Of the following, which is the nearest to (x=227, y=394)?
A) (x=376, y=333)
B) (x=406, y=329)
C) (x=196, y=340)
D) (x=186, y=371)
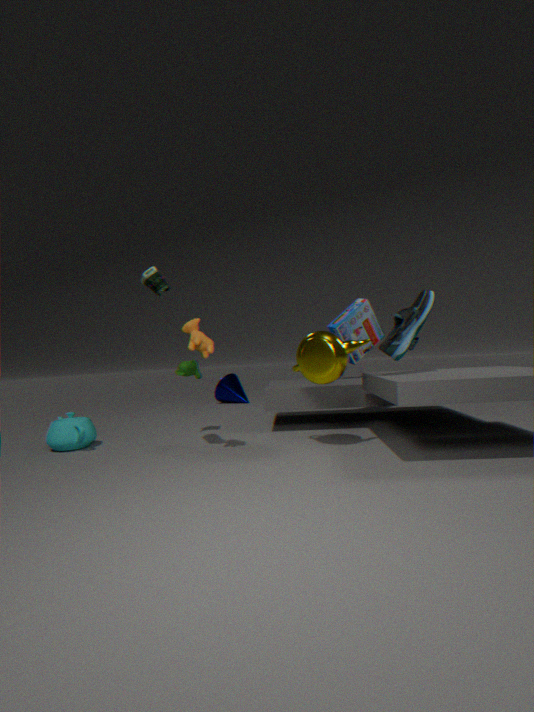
(x=186, y=371)
